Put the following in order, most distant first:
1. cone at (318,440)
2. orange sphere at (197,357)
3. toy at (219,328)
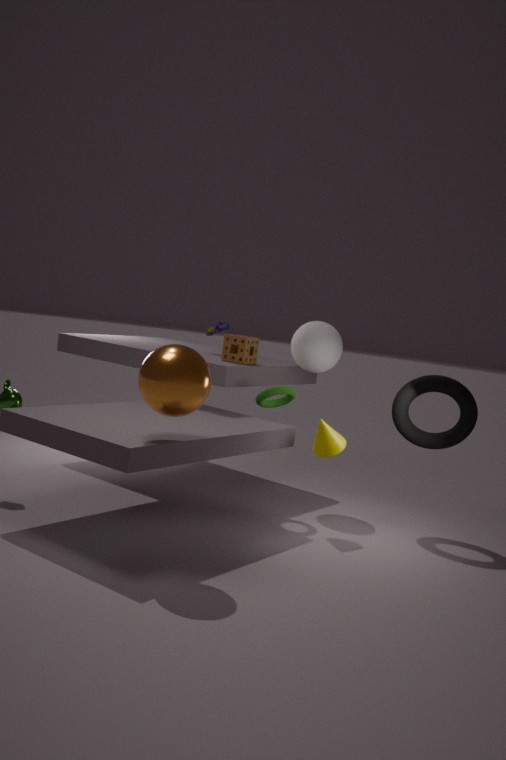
toy at (219,328) → cone at (318,440) → orange sphere at (197,357)
